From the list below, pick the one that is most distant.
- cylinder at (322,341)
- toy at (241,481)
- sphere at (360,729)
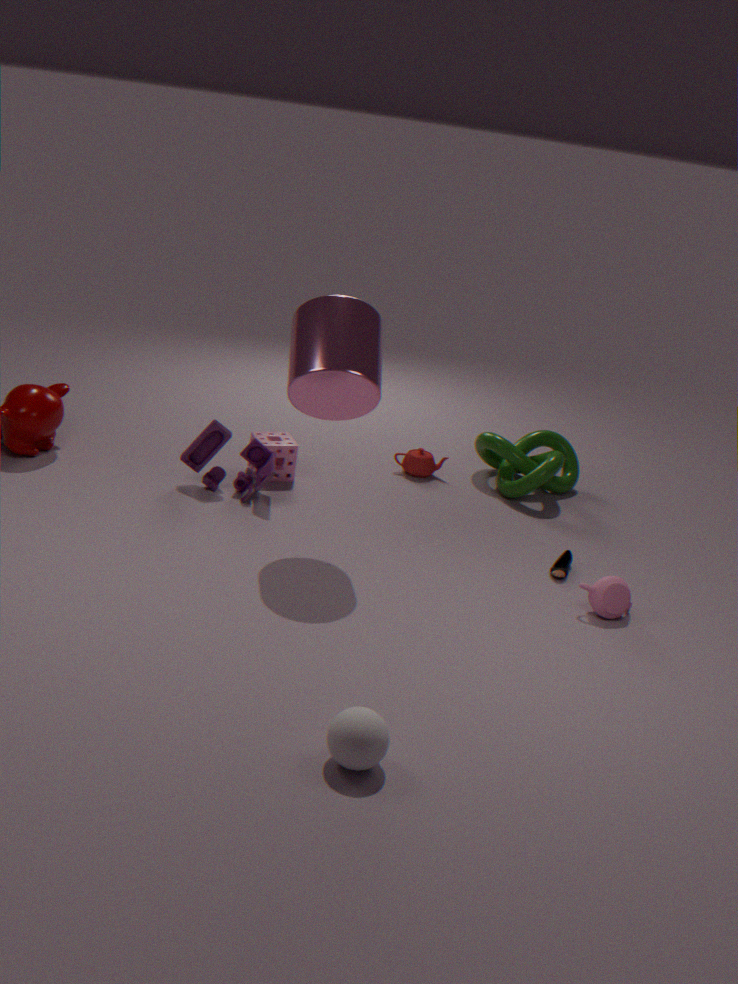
toy at (241,481)
